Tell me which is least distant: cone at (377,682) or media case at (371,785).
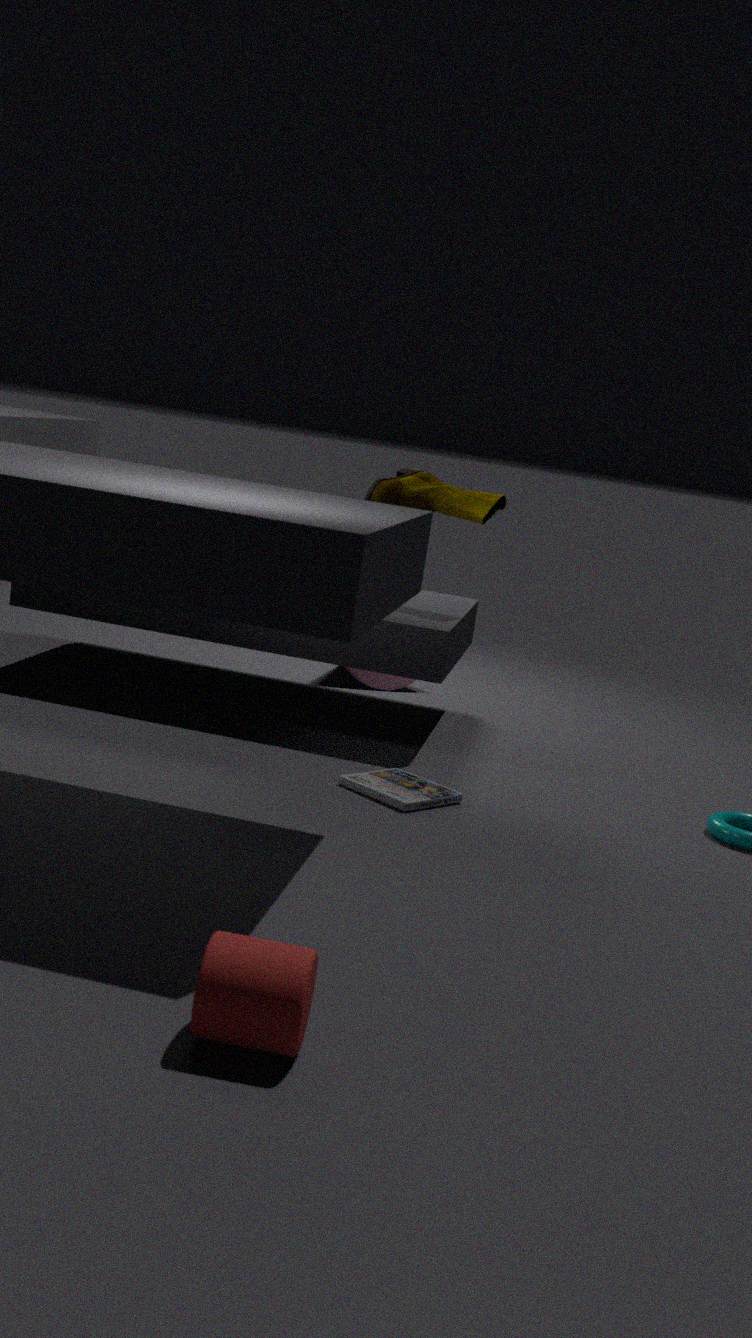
media case at (371,785)
